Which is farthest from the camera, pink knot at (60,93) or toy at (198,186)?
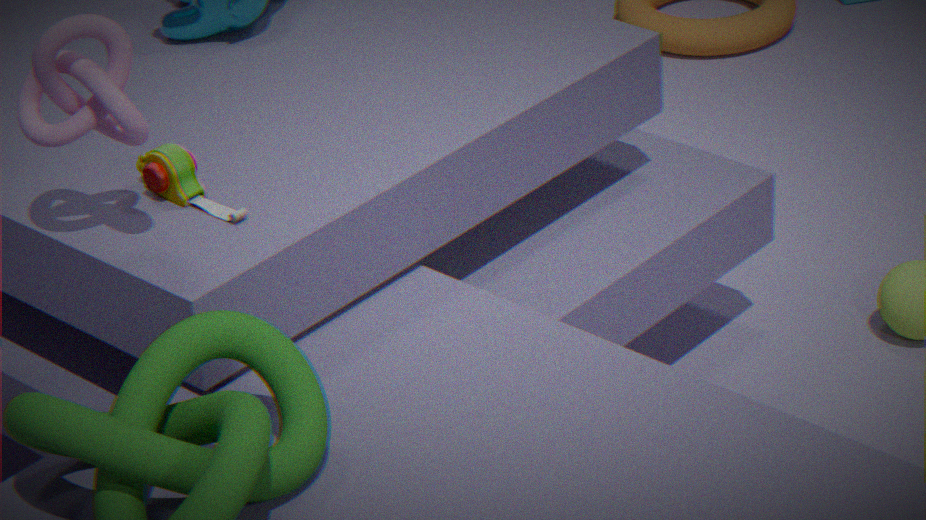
toy at (198,186)
